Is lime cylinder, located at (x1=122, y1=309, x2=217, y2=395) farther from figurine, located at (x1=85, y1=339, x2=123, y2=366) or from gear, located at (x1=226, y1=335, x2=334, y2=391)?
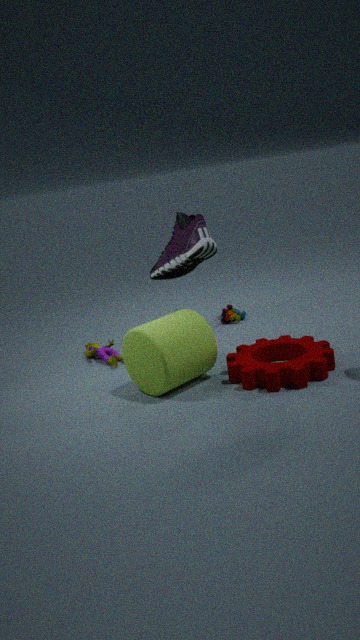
figurine, located at (x1=85, y1=339, x2=123, y2=366)
